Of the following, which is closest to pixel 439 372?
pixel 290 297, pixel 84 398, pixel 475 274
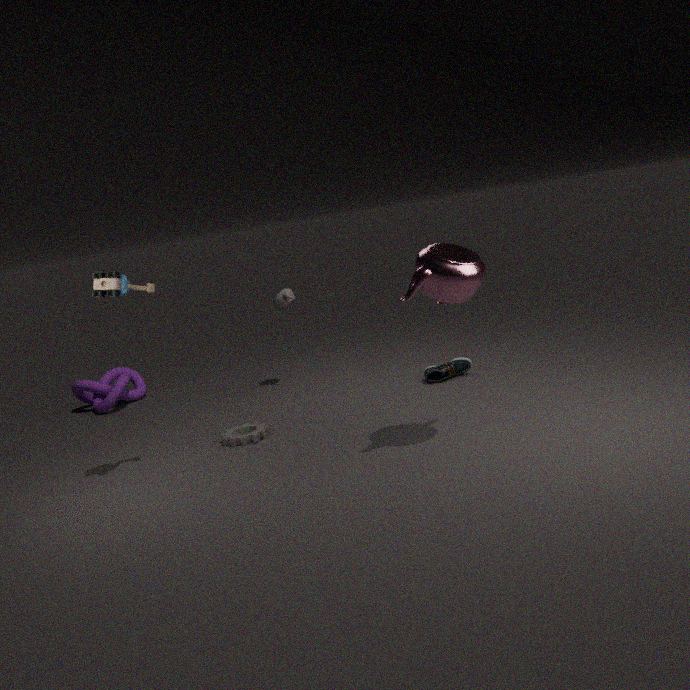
pixel 290 297
